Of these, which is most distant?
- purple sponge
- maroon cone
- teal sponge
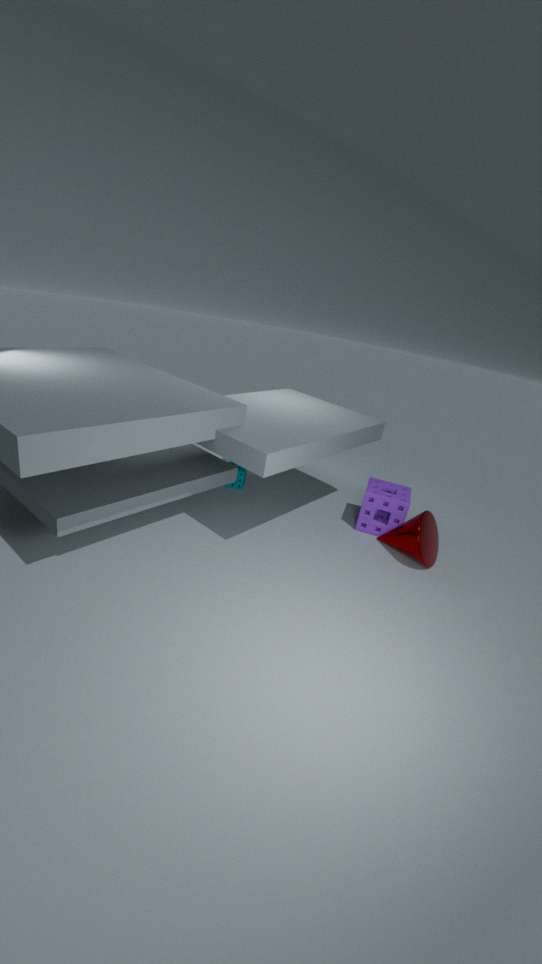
teal sponge
